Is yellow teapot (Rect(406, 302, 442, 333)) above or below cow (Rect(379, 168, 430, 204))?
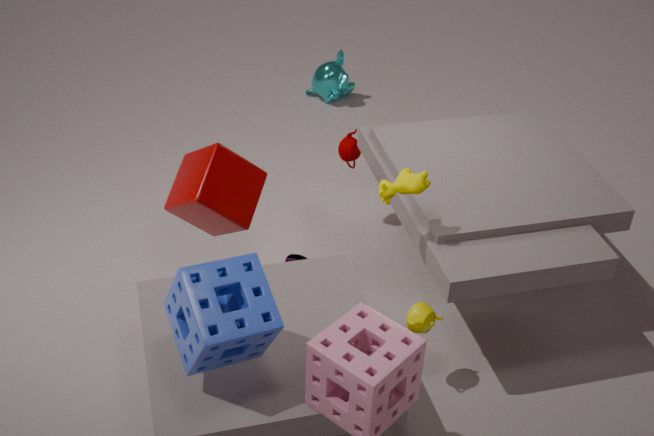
below
